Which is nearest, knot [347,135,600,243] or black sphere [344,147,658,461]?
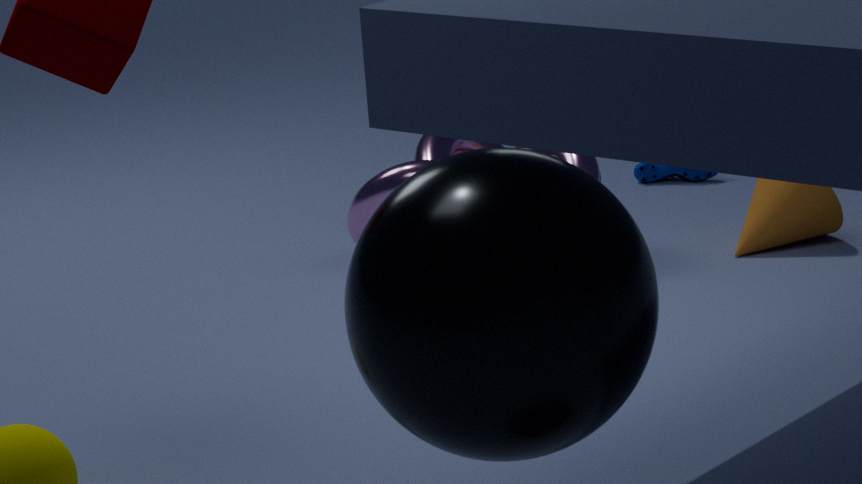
black sphere [344,147,658,461]
